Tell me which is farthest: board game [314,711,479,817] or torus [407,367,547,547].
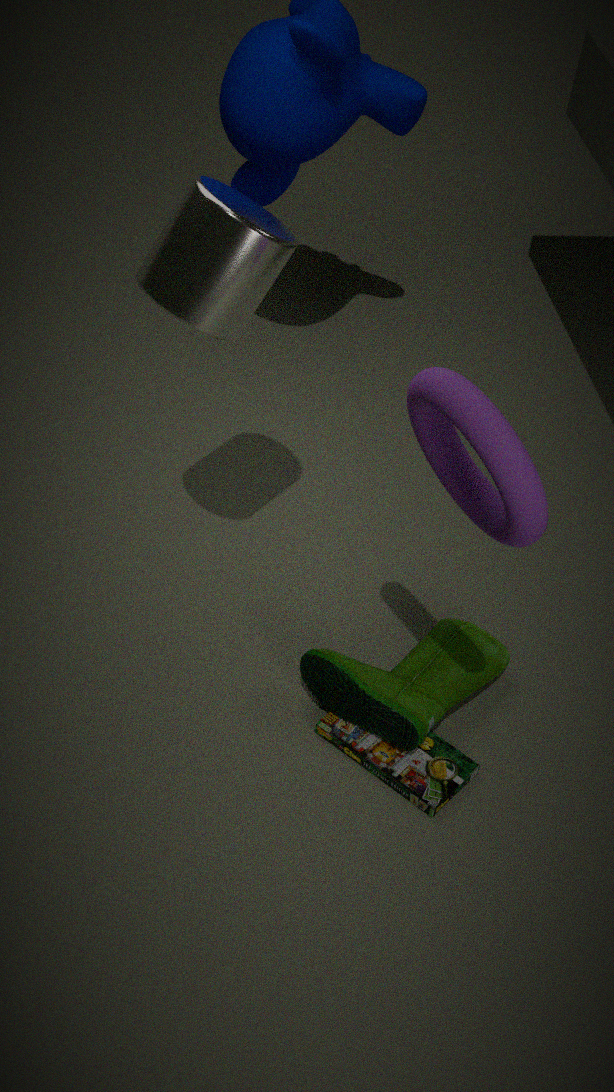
board game [314,711,479,817]
